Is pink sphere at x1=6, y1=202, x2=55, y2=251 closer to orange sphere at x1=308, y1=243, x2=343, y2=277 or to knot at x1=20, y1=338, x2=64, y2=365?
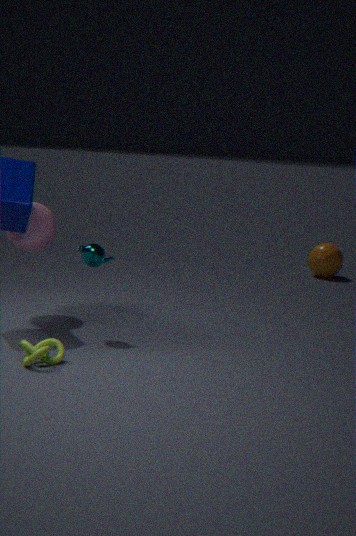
knot at x1=20, y1=338, x2=64, y2=365
